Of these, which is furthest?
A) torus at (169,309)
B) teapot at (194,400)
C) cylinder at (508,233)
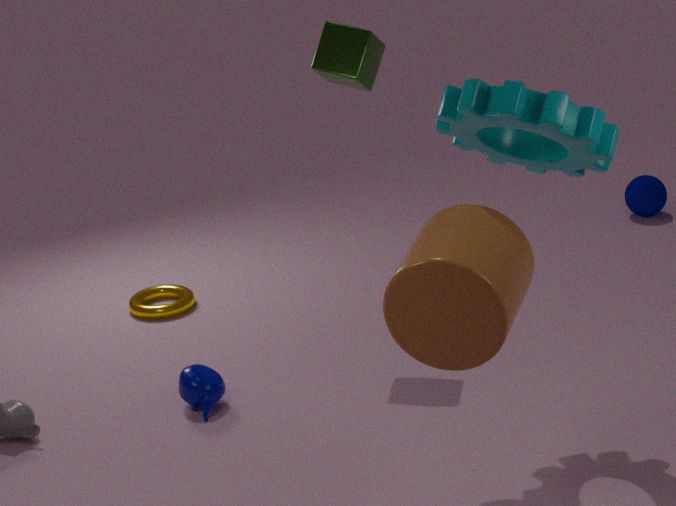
torus at (169,309)
